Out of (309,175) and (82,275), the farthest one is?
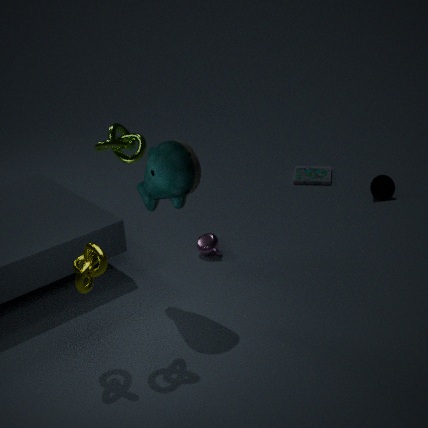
(309,175)
